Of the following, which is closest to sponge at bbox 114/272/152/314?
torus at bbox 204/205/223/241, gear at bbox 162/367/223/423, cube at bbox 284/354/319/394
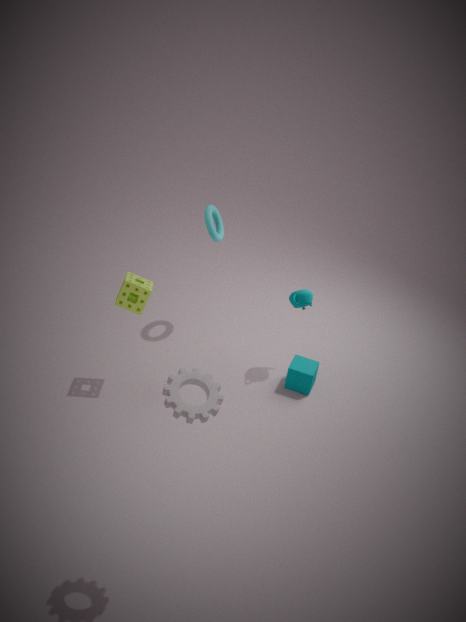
torus at bbox 204/205/223/241
